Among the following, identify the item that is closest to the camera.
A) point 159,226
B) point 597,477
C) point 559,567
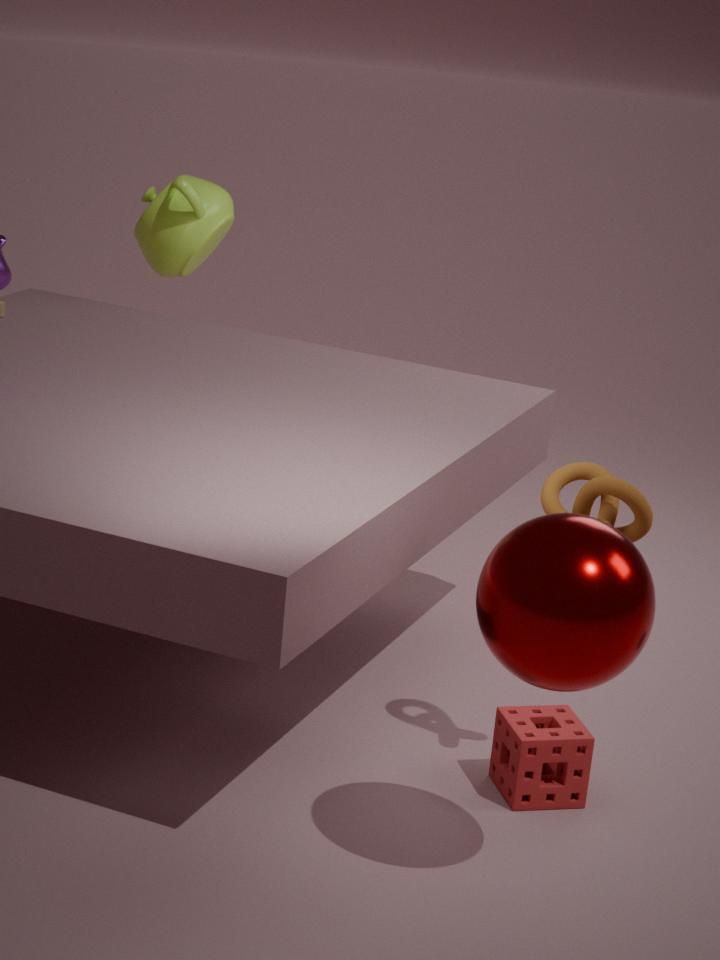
point 559,567
